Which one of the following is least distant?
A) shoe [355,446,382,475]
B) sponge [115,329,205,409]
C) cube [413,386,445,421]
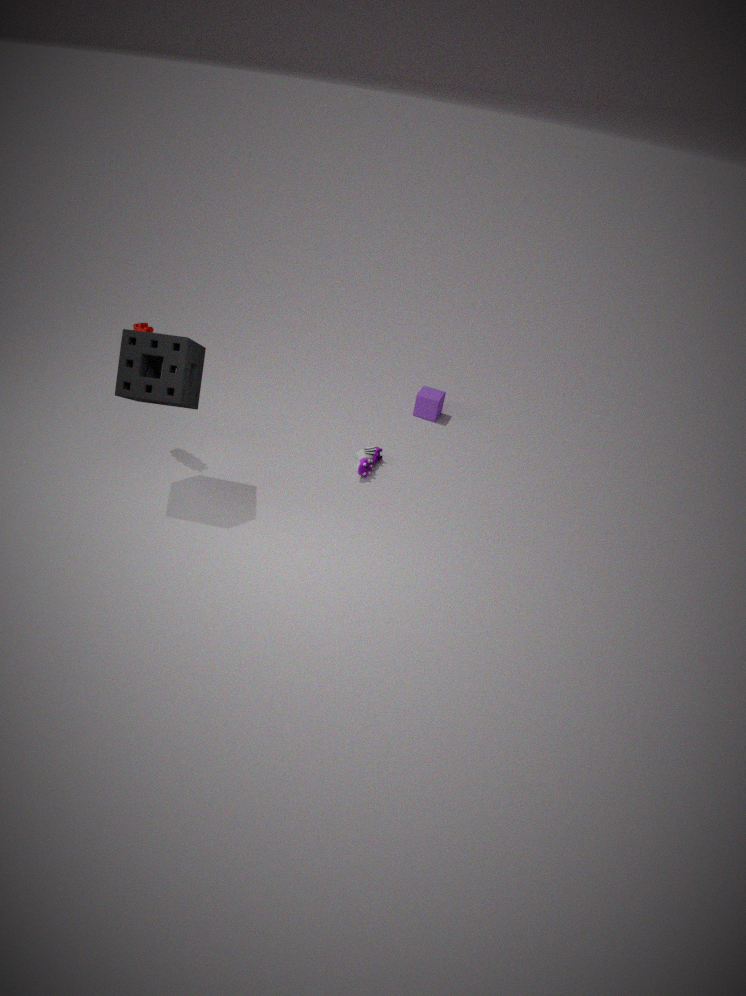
B. sponge [115,329,205,409]
